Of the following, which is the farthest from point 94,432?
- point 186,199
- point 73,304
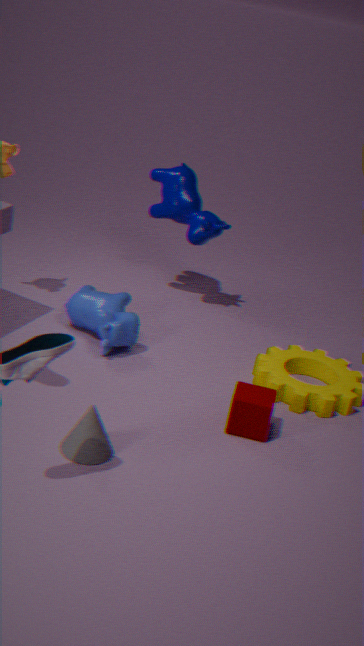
point 186,199
